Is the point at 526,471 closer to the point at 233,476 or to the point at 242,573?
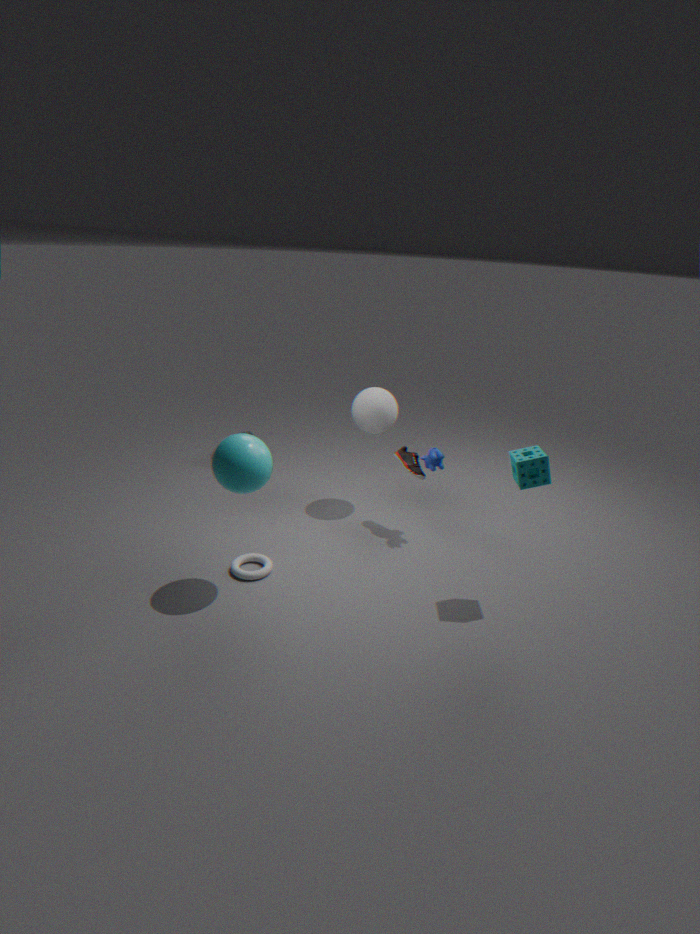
the point at 233,476
